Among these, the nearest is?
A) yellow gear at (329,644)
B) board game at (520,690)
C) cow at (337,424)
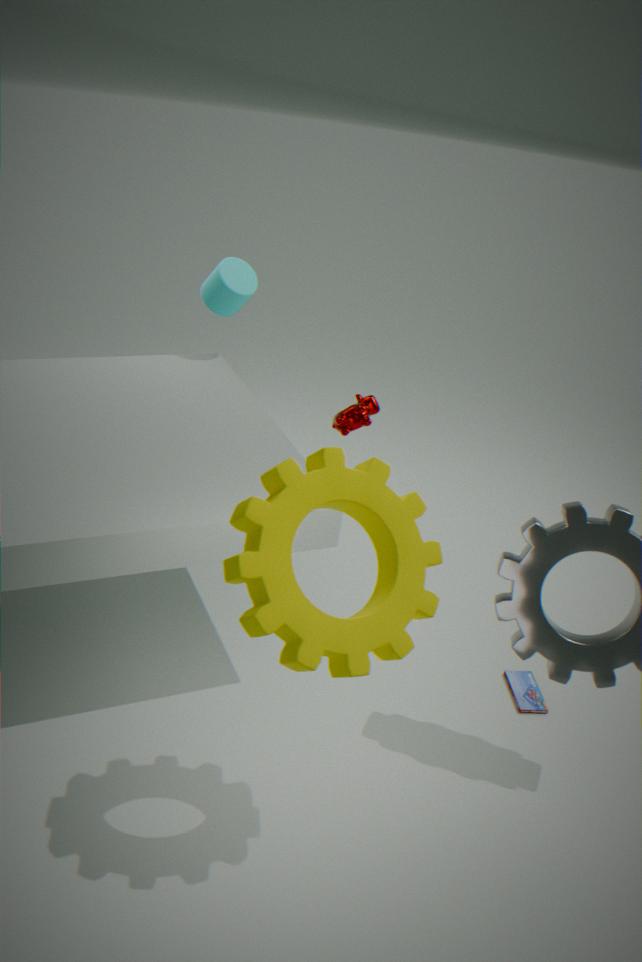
yellow gear at (329,644)
